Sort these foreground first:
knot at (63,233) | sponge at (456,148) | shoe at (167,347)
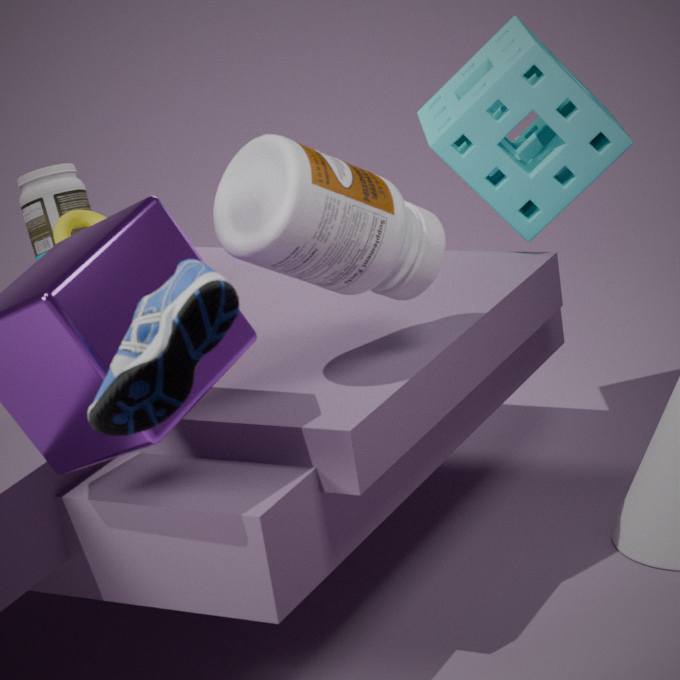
shoe at (167,347), sponge at (456,148), knot at (63,233)
